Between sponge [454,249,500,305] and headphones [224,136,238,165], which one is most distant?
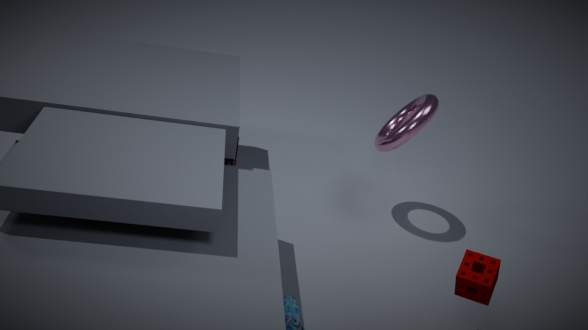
headphones [224,136,238,165]
